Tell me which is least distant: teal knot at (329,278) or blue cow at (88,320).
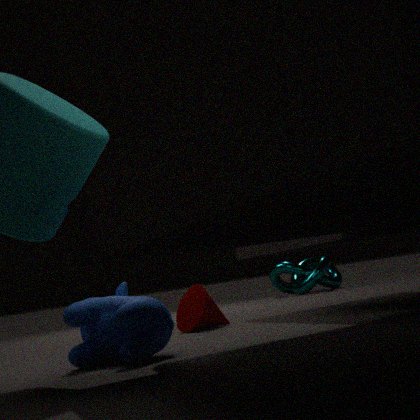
blue cow at (88,320)
